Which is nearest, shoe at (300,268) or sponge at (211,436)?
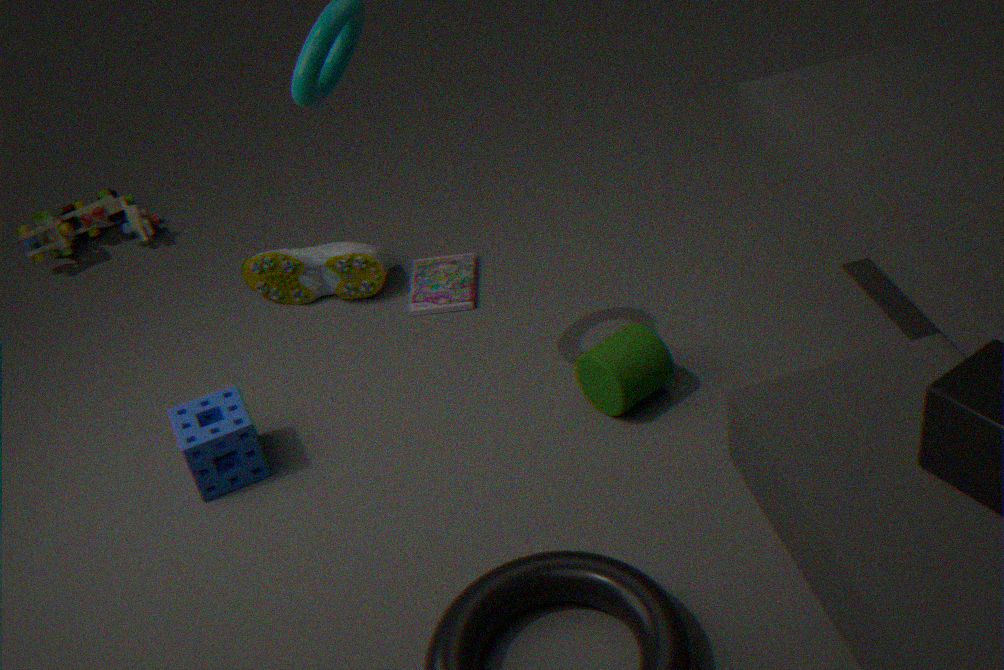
sponge at (211,436)
